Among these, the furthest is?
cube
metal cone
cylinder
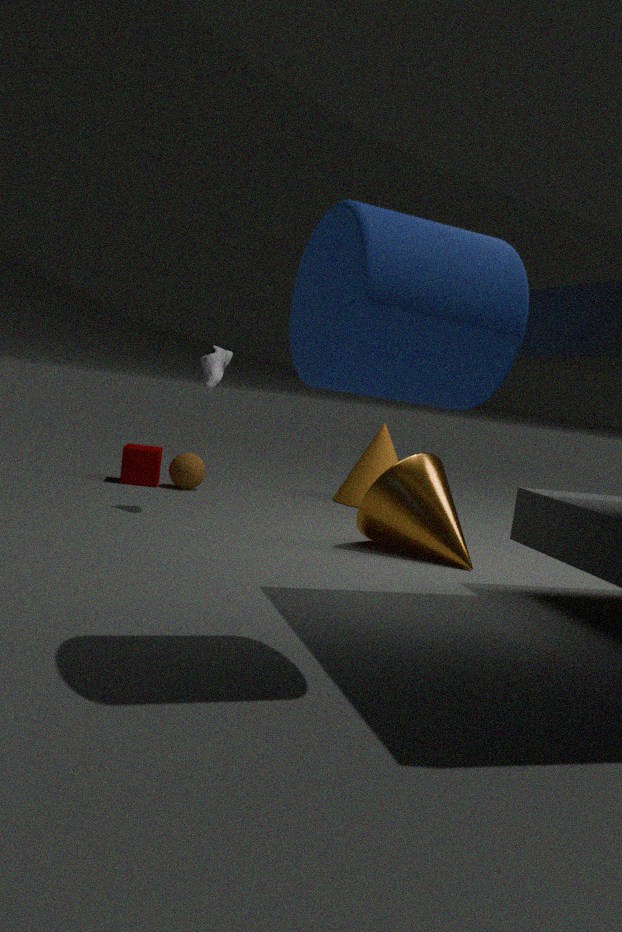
cube
